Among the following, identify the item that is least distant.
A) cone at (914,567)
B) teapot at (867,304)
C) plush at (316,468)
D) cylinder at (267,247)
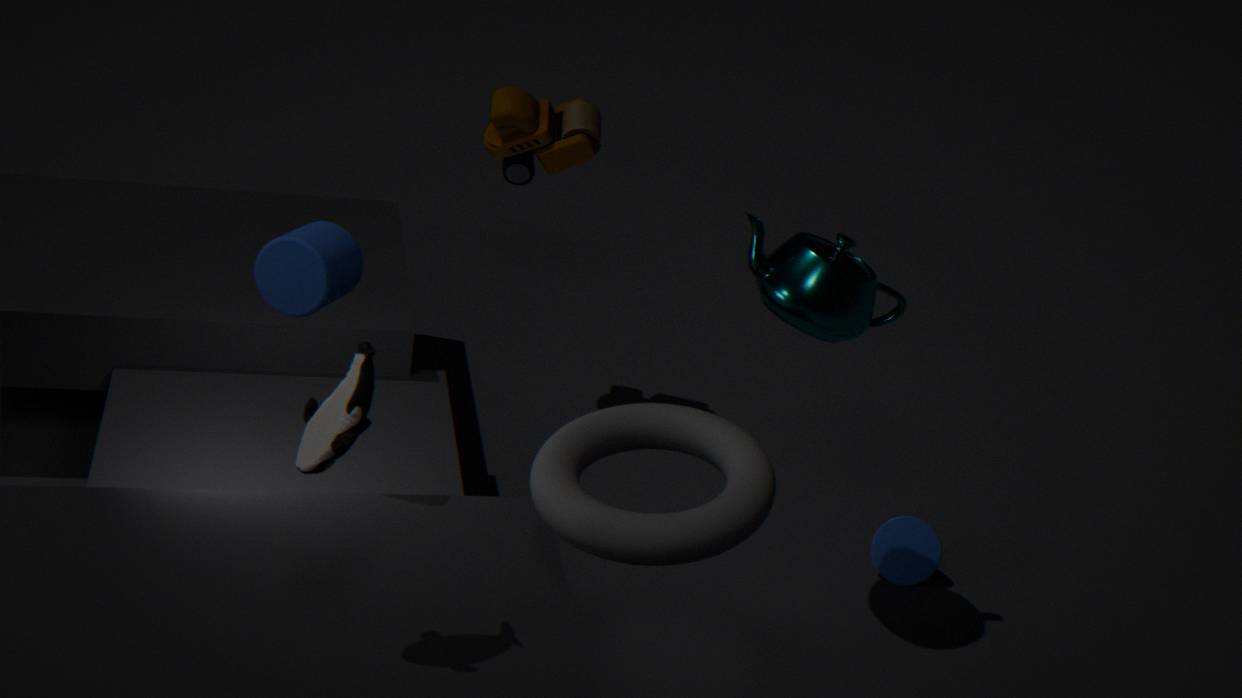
plush at (316,468)
